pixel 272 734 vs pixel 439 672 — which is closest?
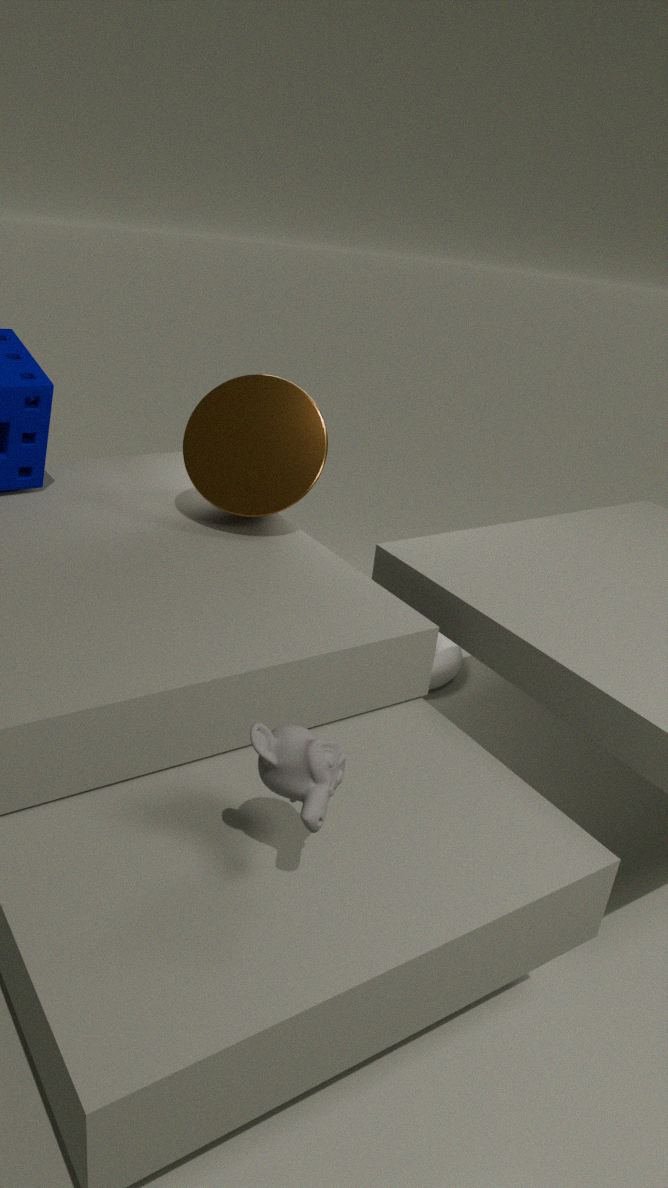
pixel 272 734
